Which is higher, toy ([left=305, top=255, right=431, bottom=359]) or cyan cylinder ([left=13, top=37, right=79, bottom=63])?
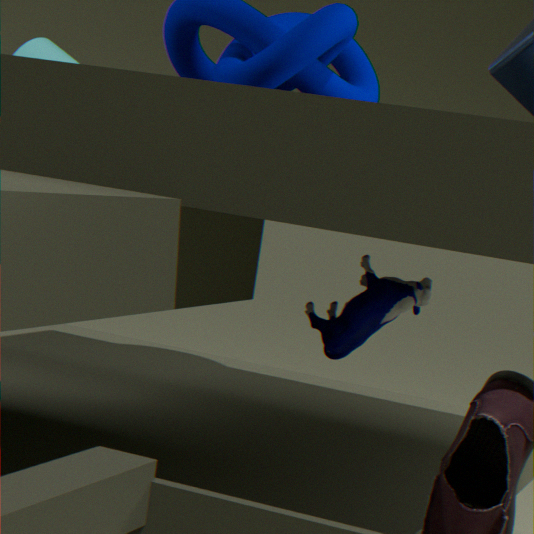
cyan cylinder ([left=13, top=37, right=79, bottom=63])
